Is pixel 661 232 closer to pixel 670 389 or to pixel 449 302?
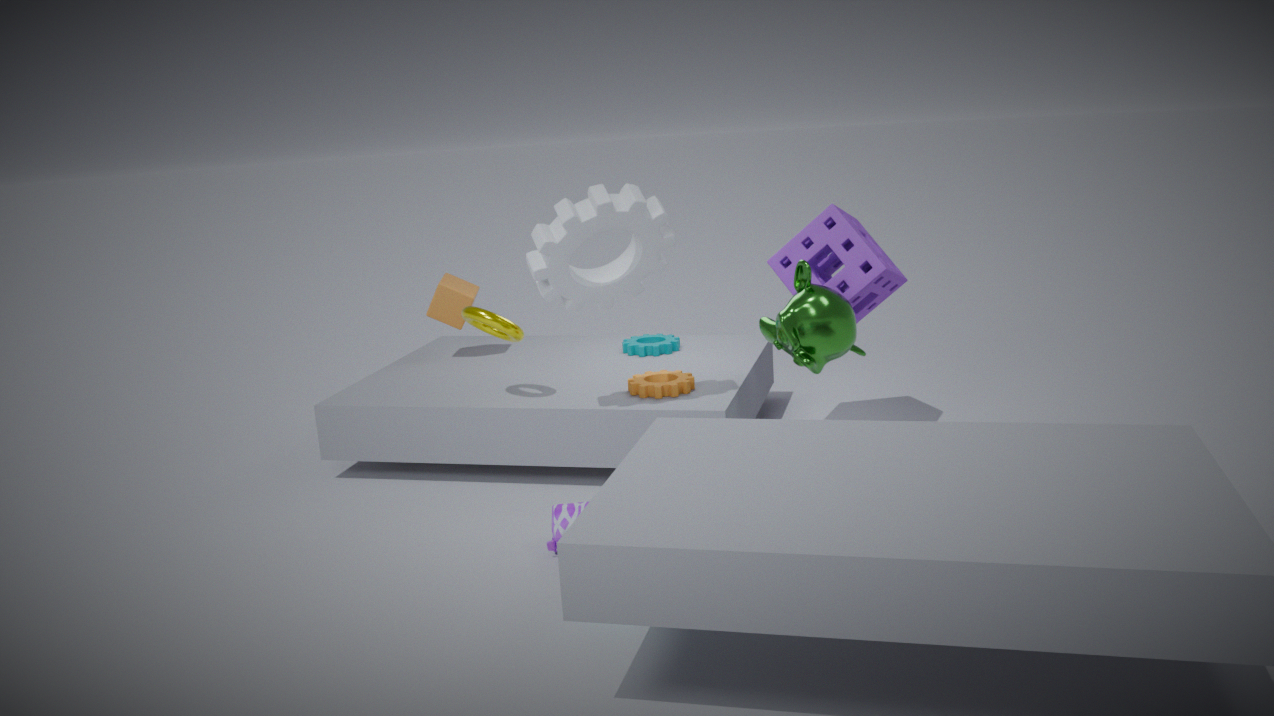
pixel 670 389
